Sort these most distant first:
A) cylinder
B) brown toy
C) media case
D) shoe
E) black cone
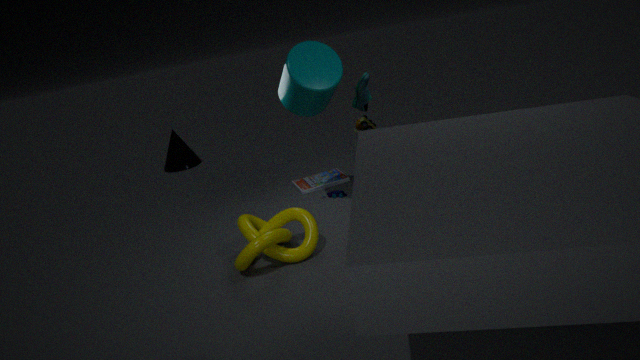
black cone < media case < brown toy < cylinder < shoe
